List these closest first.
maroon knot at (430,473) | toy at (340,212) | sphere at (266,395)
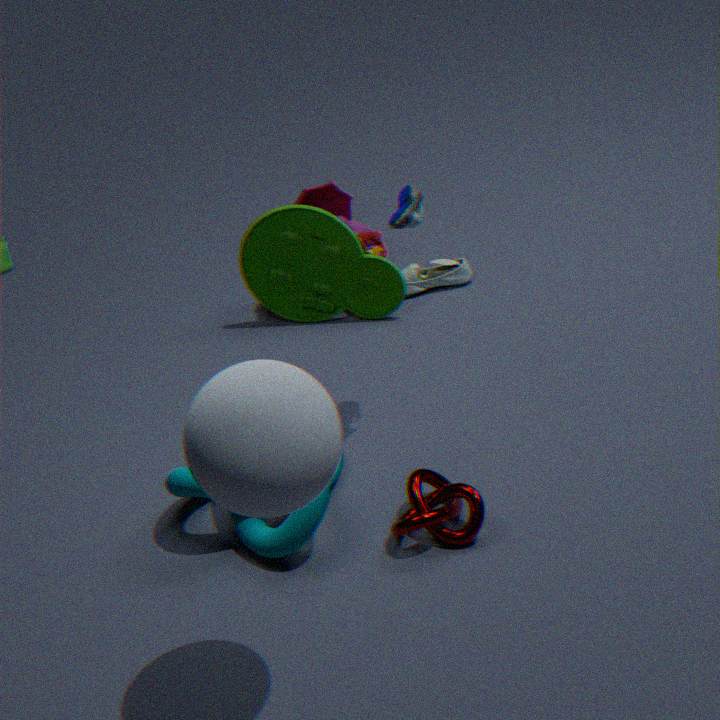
sphere at (266,395) → maroon knot at (430,473) → toy at (340,212)
